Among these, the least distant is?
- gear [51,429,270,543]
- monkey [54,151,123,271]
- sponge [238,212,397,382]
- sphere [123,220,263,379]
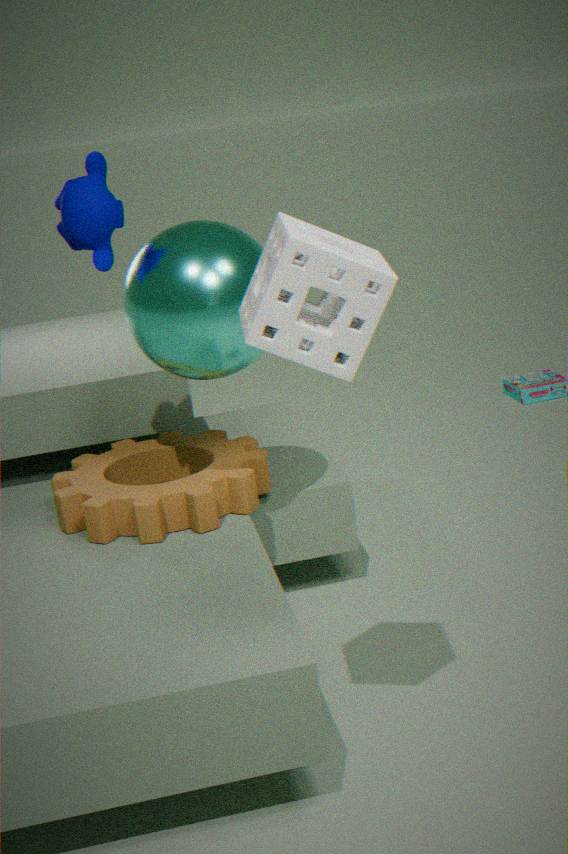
sponge [238,212,397,382]
